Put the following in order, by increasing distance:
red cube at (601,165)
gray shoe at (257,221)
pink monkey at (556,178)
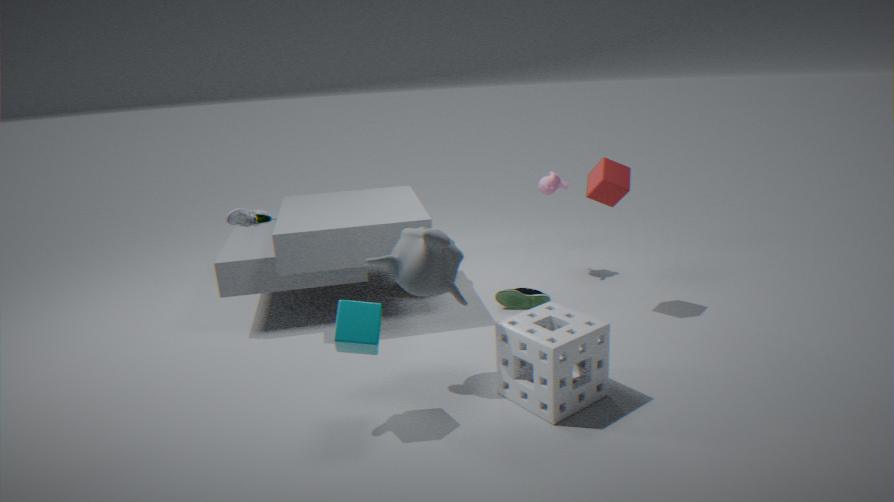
1. gray shoe at (257,221)
2. red cube at (601,165)
3. pink monkey at (556,178)
